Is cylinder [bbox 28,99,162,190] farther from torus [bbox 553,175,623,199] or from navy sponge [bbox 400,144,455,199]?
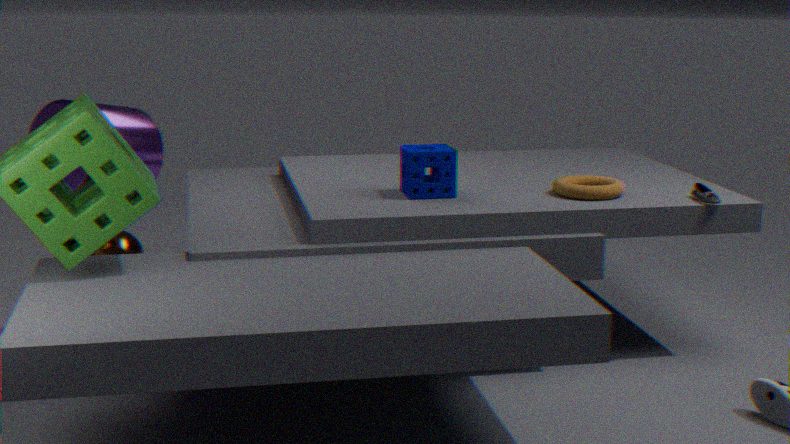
torus [bbox 553,175,623,199]
